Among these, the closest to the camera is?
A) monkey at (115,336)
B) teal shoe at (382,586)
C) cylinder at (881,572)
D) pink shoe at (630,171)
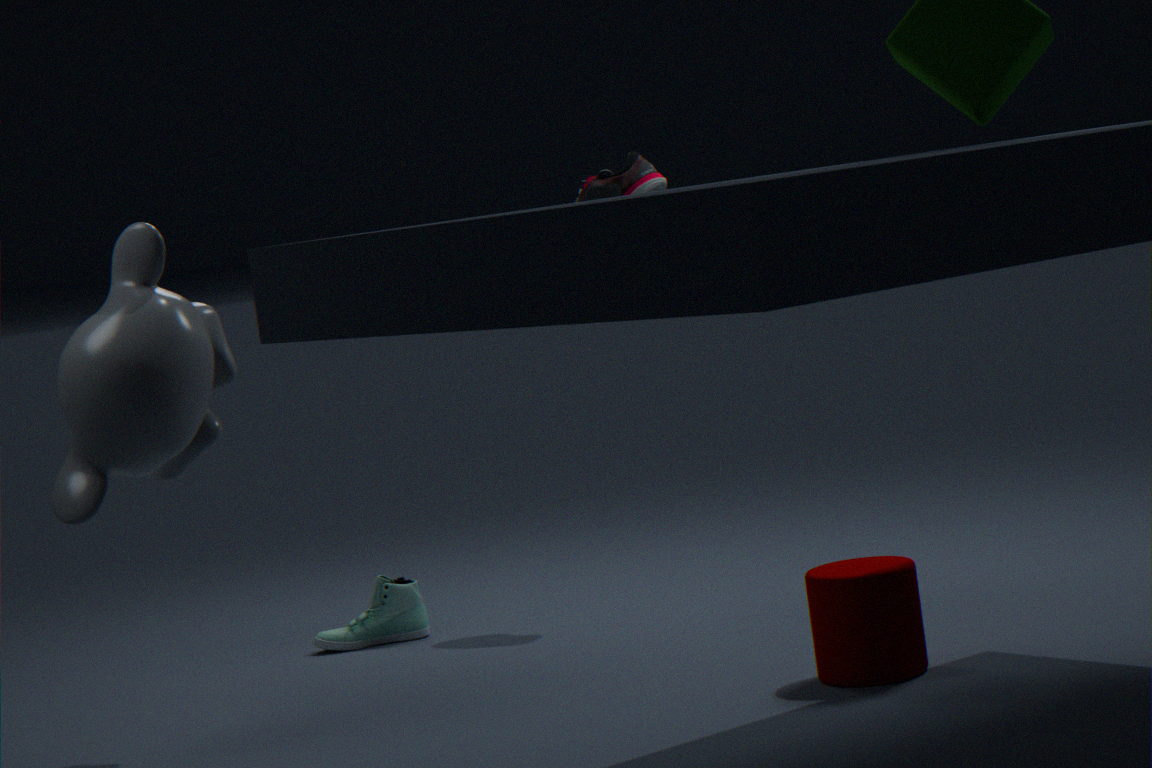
cylinder at (881,572)
